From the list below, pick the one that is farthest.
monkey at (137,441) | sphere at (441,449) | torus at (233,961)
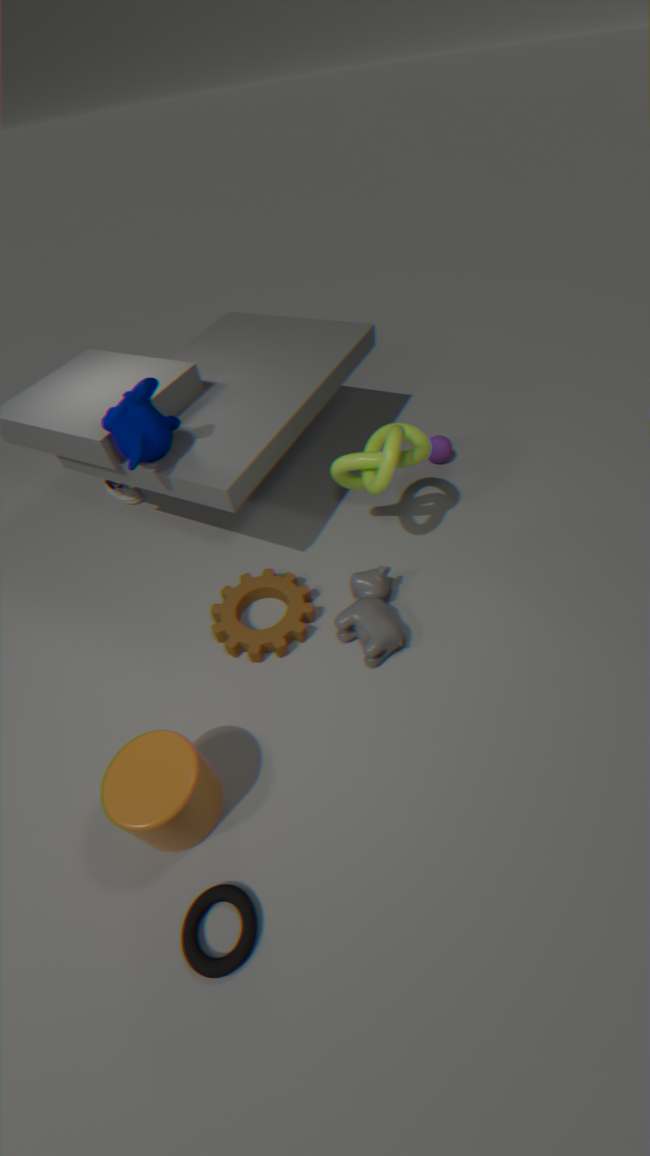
sphere at (441,449)
